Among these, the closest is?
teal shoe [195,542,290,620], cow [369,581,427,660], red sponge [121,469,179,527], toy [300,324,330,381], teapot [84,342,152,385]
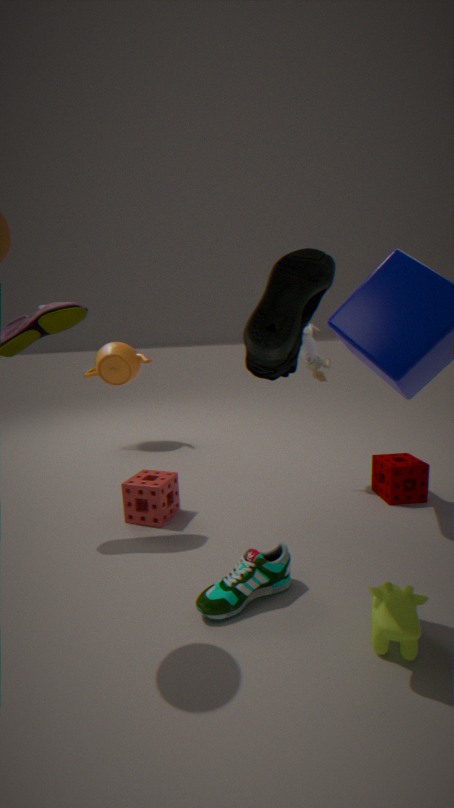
cow [369,581,427,660]
